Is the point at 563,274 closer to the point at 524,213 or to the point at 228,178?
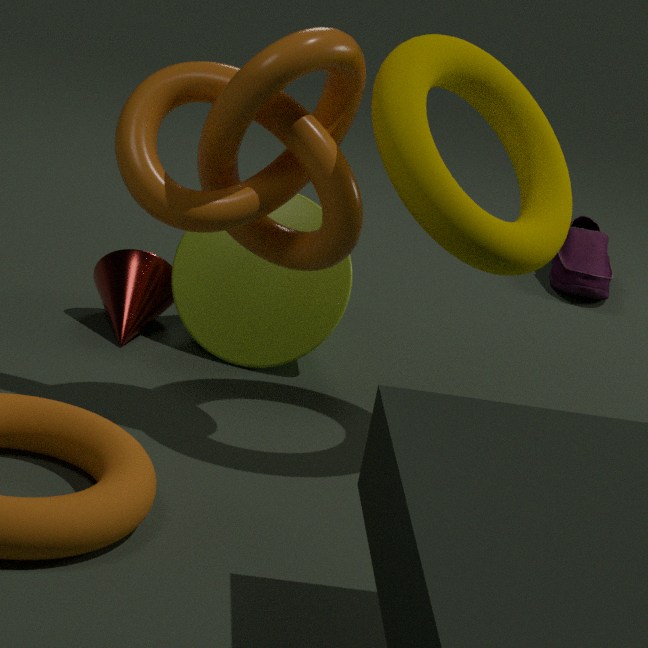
the point at 524,213
